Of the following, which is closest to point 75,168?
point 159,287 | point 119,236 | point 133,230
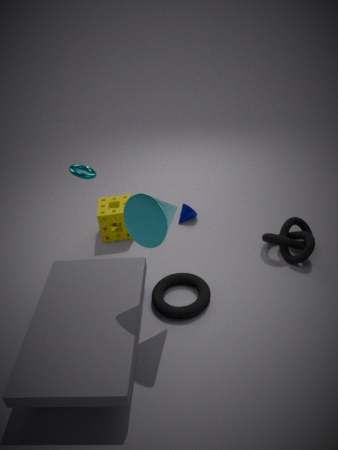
point 119,236
